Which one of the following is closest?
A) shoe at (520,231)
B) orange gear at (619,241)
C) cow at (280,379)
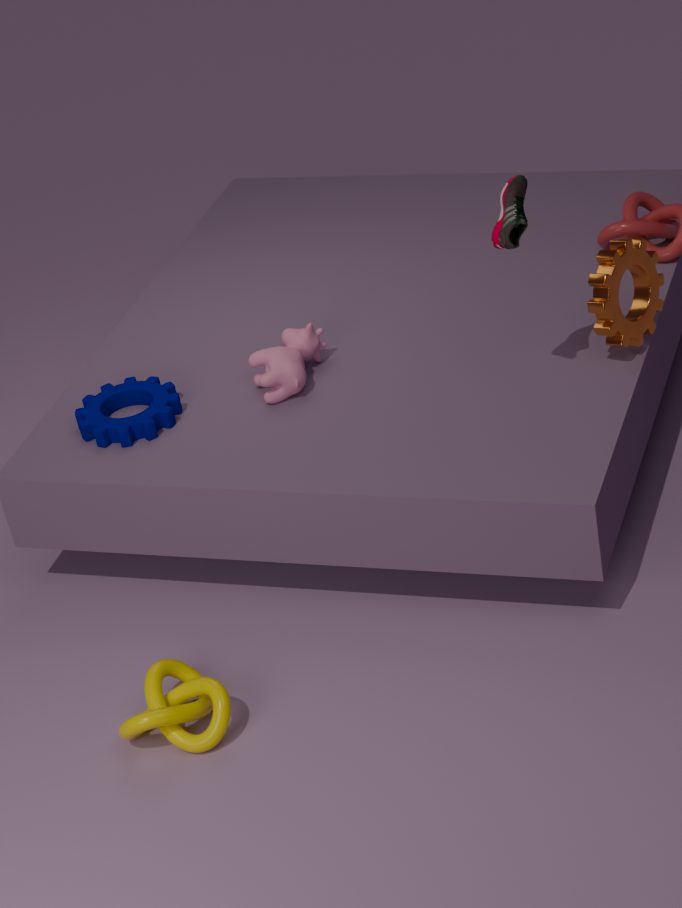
shoe at (520,231)
